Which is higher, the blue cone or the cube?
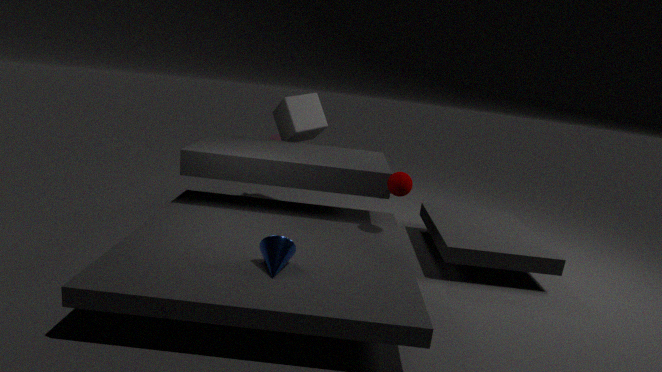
the cube
